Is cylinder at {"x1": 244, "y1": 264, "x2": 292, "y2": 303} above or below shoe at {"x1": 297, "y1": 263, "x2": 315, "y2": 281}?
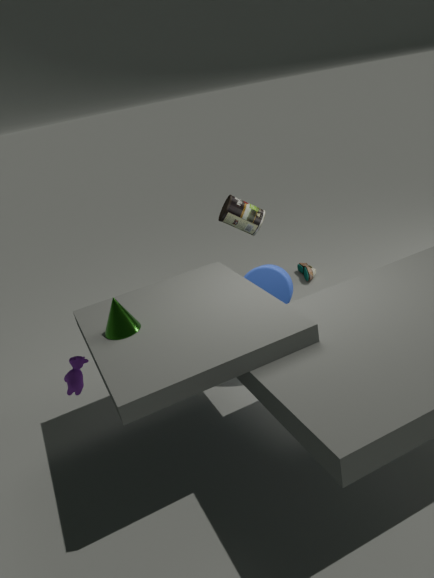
above
